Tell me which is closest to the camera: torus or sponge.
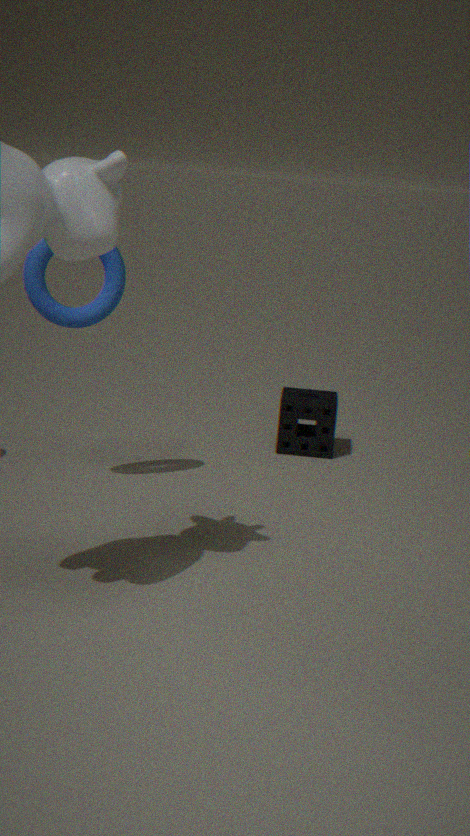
torus
